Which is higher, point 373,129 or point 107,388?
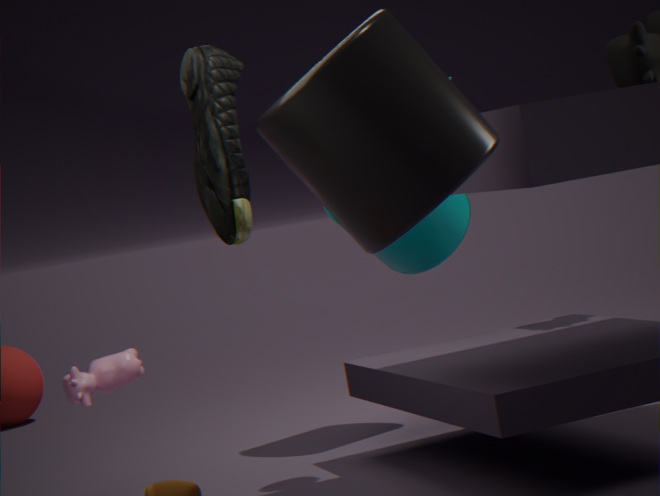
point 373,129
